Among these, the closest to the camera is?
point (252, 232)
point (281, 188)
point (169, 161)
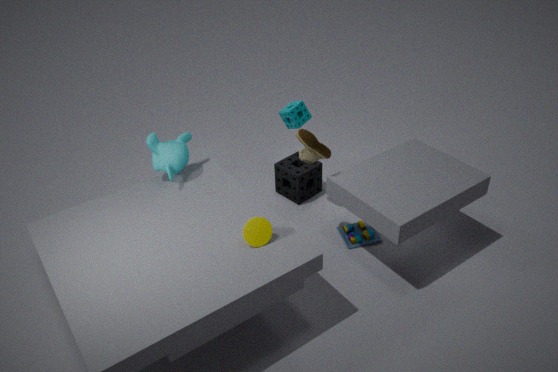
point (252, 232)
